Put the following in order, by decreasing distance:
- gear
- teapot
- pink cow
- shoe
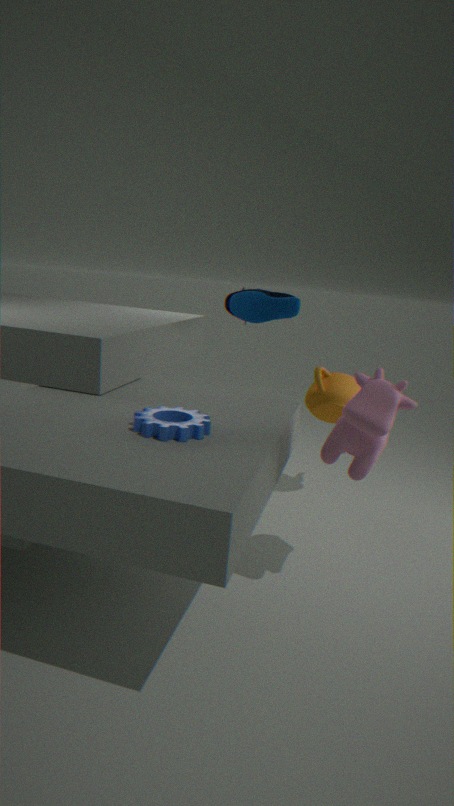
teapot
shoe
pink cow
gear
